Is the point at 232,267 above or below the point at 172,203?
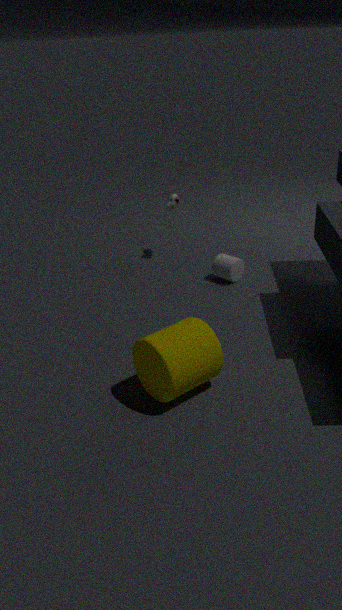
below
